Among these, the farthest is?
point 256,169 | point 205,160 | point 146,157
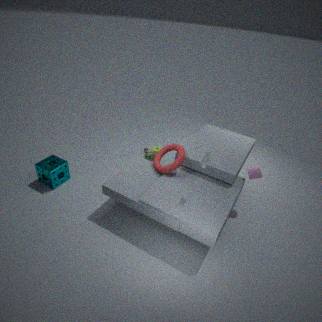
point 146,157
